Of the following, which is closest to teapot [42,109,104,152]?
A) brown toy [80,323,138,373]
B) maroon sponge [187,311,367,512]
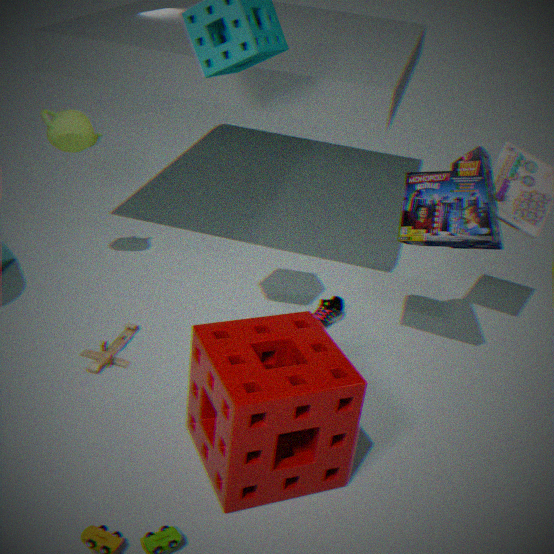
brown toy [80,323,138,373]
